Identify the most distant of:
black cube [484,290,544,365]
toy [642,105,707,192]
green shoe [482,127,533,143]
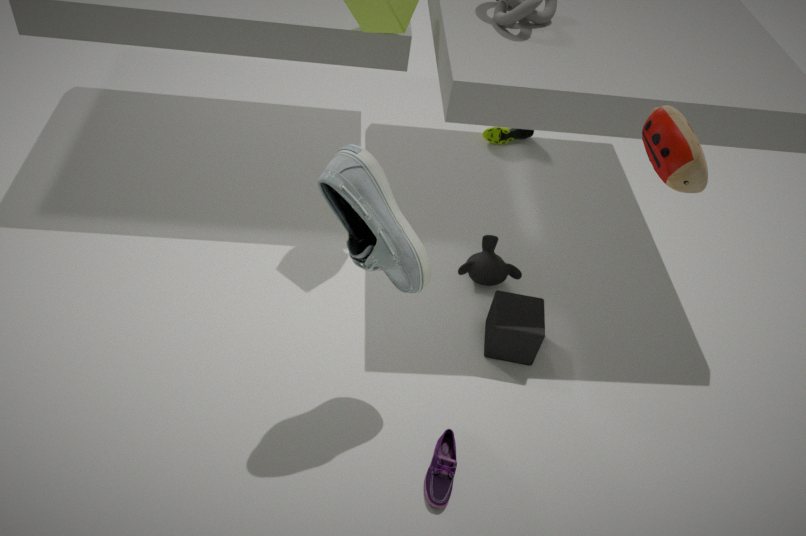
green shoe [482,127,533,143]
